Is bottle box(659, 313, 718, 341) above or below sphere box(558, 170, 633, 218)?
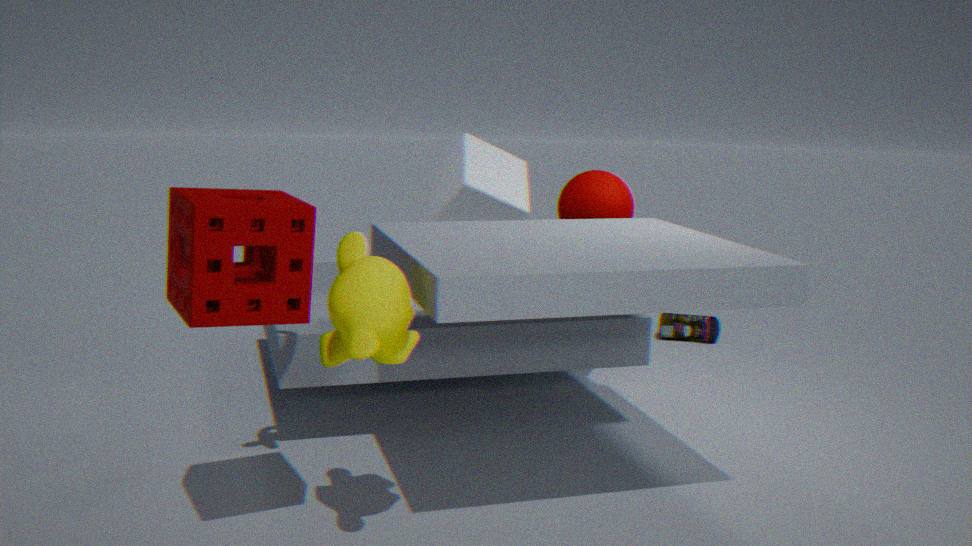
below
